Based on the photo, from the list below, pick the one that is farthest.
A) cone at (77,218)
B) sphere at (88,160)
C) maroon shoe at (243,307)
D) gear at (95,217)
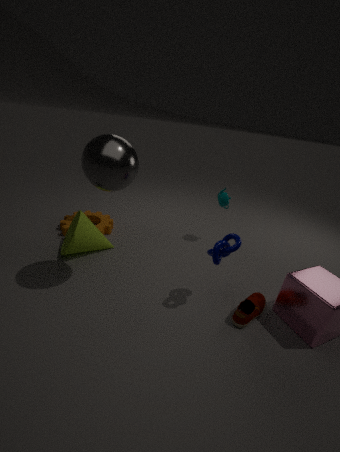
gear at (95,217)
